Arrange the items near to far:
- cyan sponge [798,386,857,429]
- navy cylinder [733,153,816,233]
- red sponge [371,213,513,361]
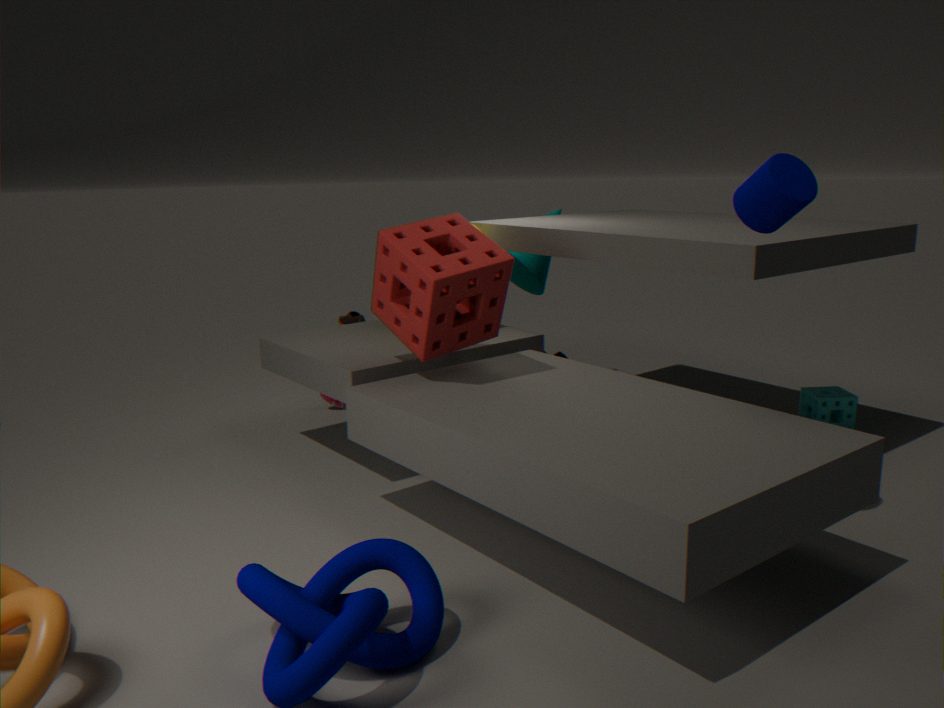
navy cylinder [733,153,816,233], red sponge [371,213,513,361], cyan sponge [798,386,857,429]
